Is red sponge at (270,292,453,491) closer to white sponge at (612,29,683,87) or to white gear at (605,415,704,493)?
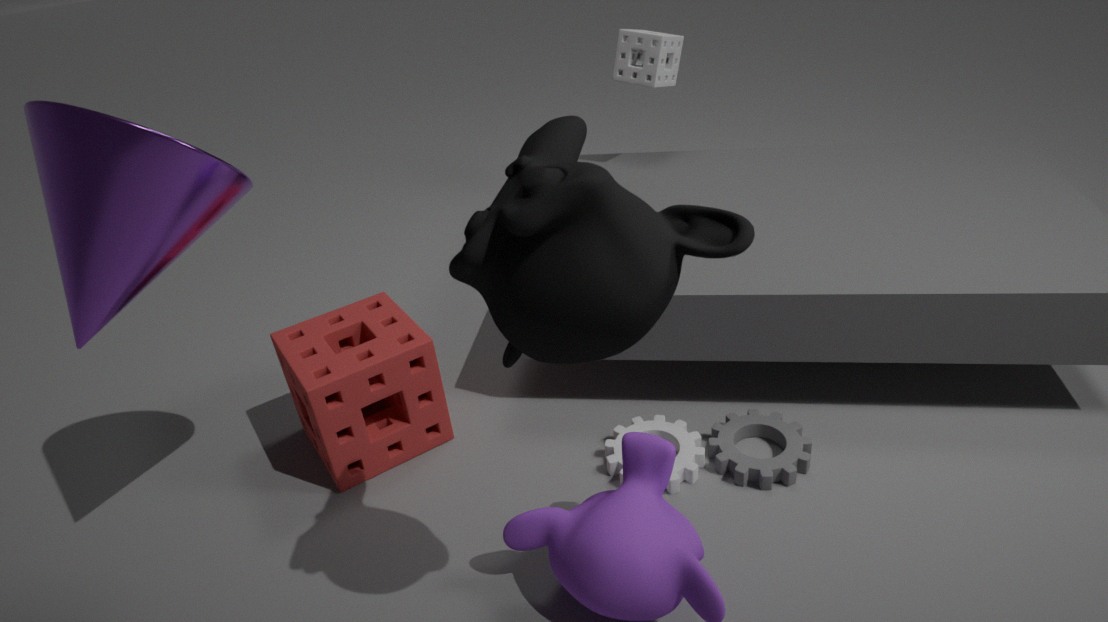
white gear at (605,415,704,493)
